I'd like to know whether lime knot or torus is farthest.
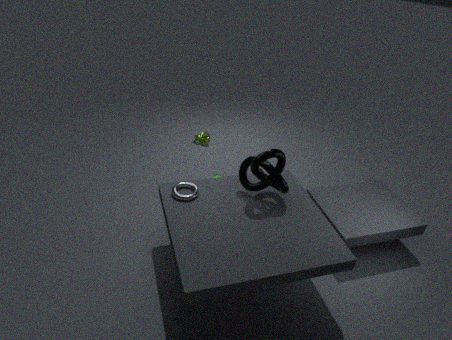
lime knot
